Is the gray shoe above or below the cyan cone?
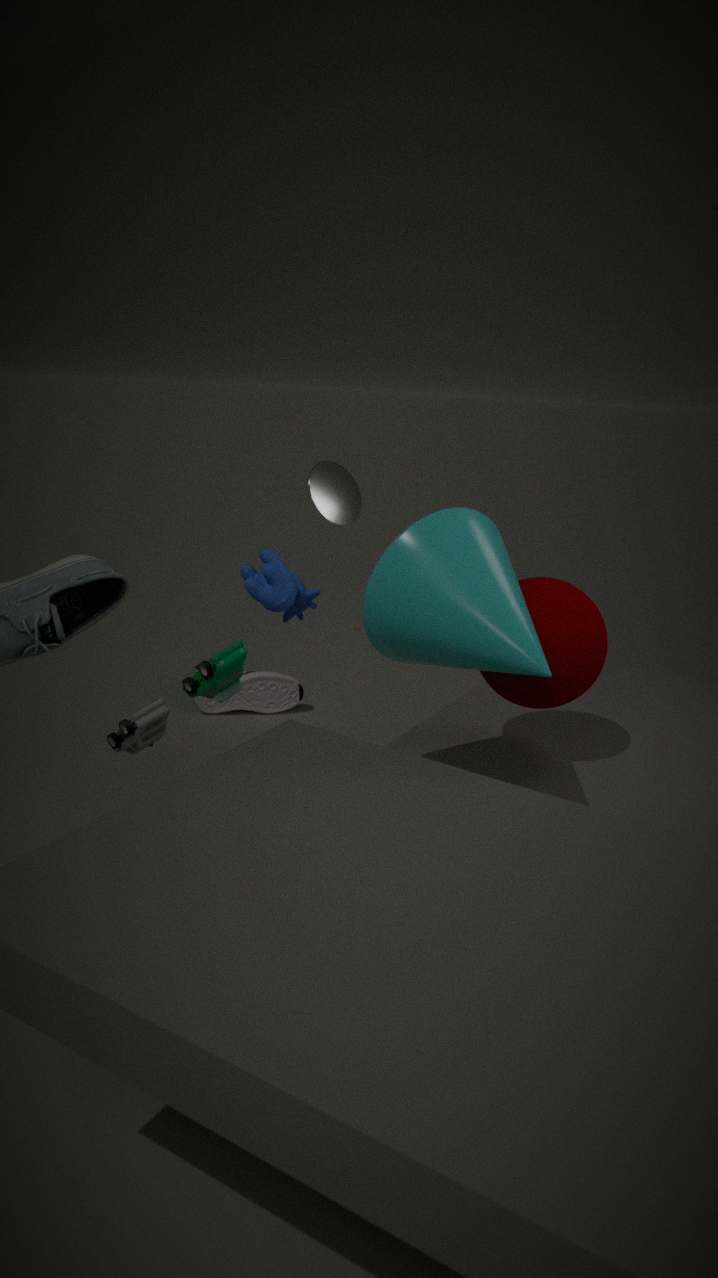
below
